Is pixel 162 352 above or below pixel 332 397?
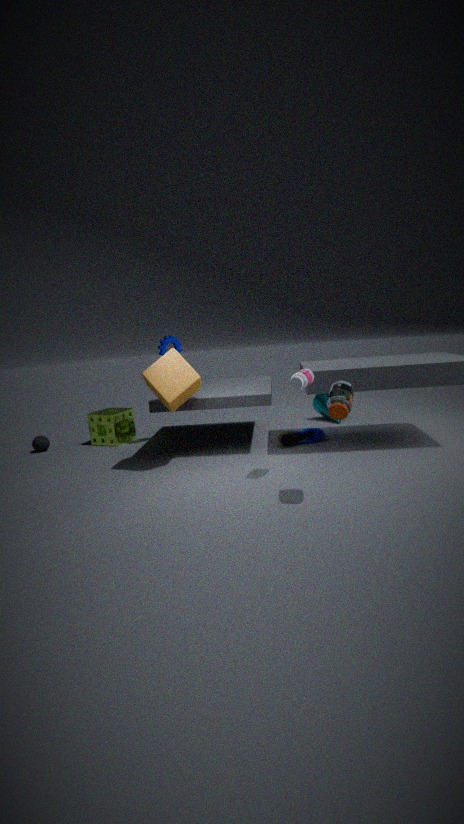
above
